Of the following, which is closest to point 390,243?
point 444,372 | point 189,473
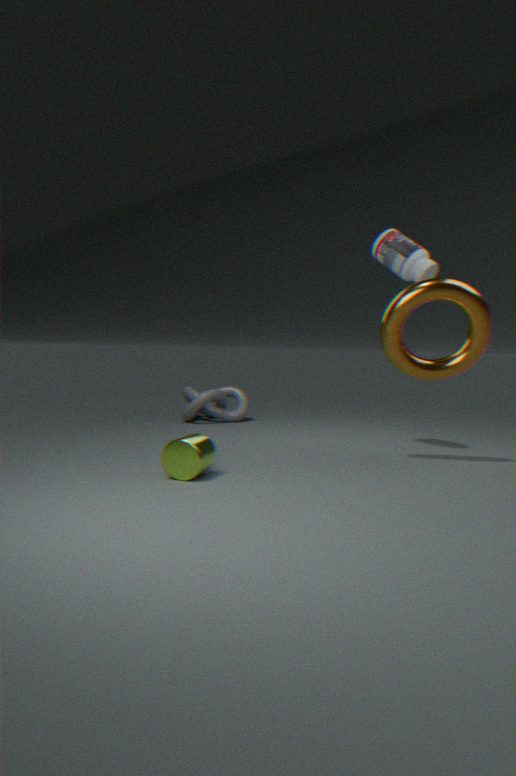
point 444,372
